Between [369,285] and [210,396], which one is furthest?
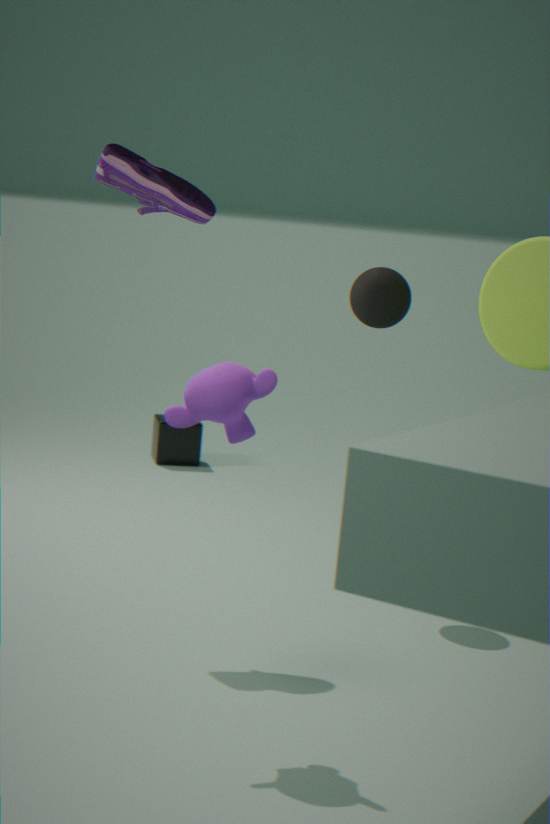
[369,285]
